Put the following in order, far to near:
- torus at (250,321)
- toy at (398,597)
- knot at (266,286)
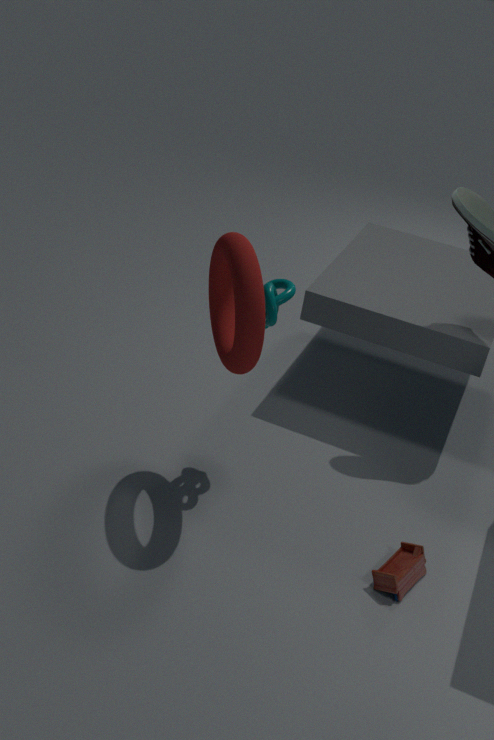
knot at (266,286) < toy at (398,597) < torus at (250,321)
